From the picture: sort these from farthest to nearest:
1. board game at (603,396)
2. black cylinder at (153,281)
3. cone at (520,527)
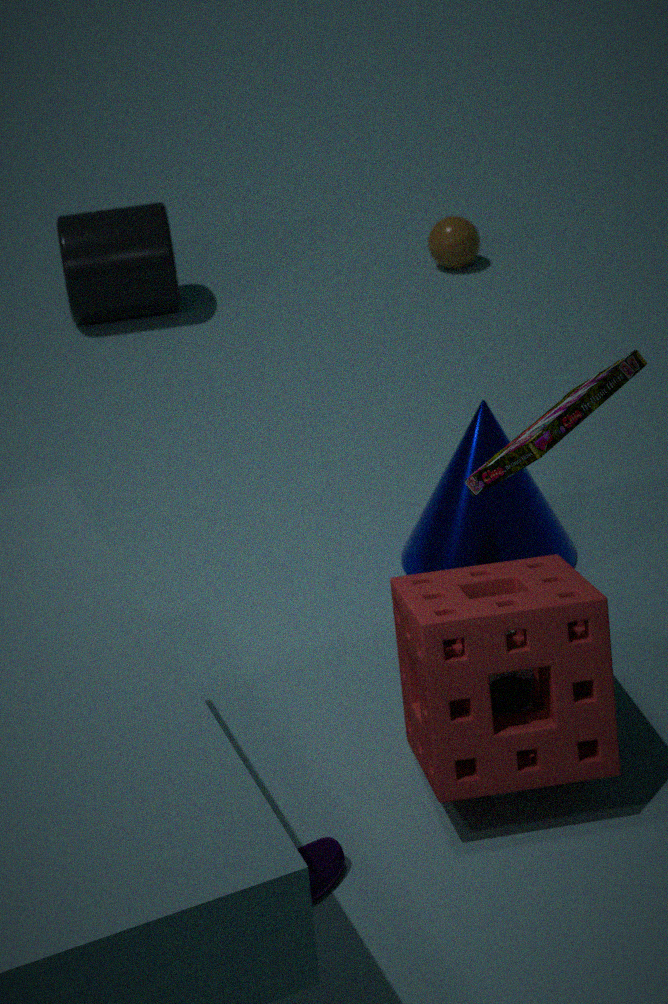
black cylinder at (153,281), cone at (520,527), board game at (603,396)
